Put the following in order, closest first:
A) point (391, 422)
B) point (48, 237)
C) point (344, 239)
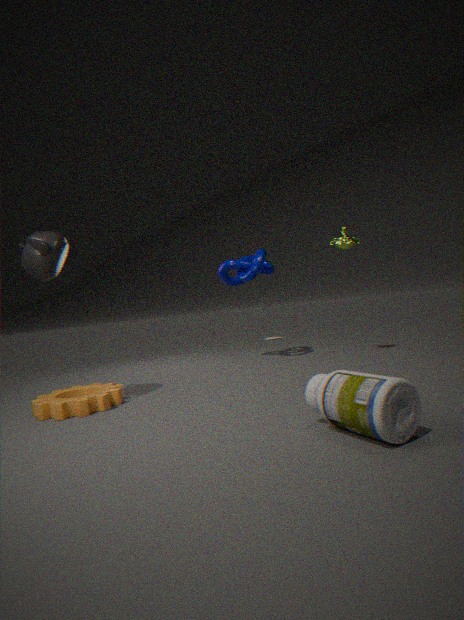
point (391, 422)
point (48, 237)
point (344, 239)
